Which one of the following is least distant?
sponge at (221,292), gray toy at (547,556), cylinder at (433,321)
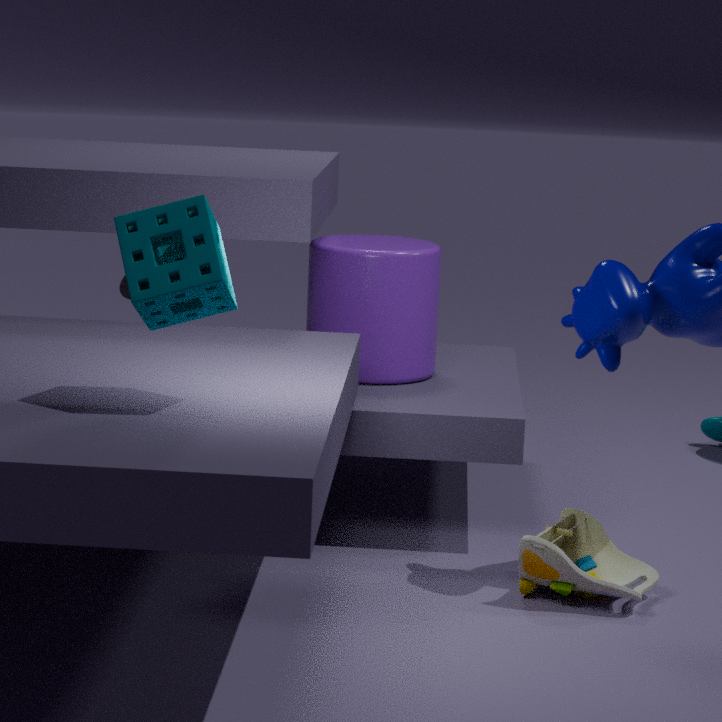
sponge at (221,292)
